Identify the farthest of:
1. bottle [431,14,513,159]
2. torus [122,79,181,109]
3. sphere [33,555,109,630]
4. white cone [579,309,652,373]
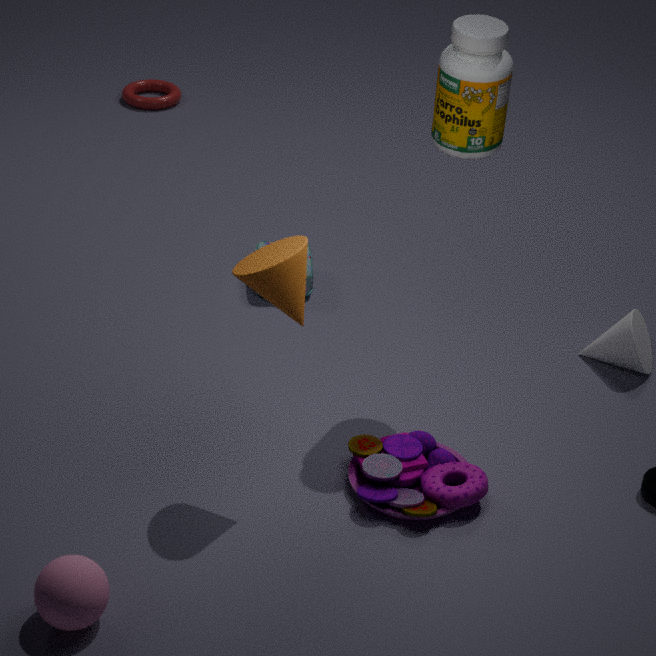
torus [122,79,181,109]
